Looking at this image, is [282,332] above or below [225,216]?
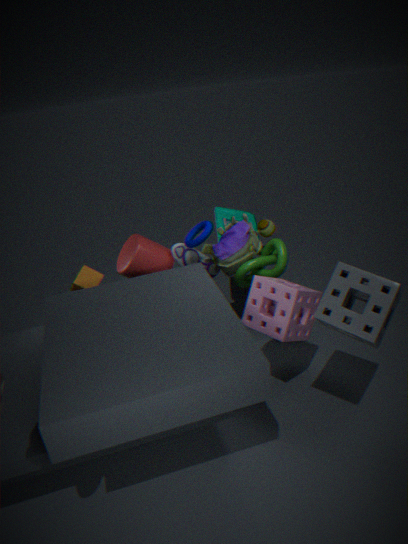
below
